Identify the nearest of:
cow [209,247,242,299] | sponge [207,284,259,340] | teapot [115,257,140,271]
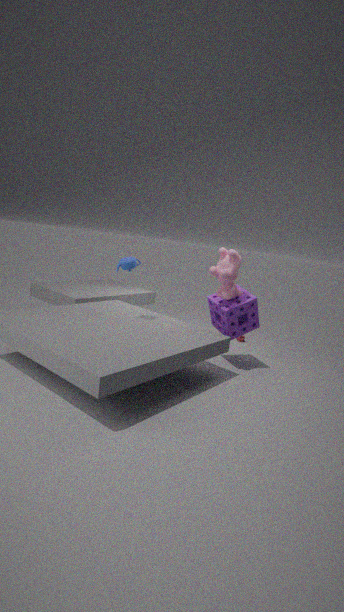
cow [209,247,242,299]
